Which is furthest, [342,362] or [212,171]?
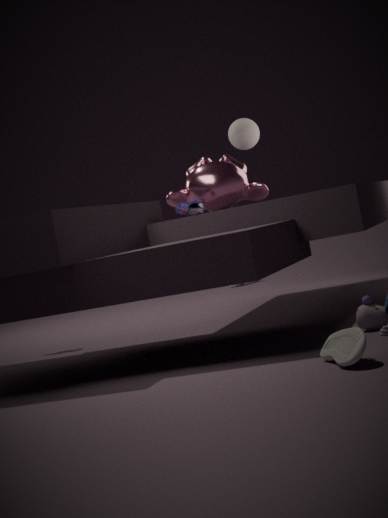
[212,171]
